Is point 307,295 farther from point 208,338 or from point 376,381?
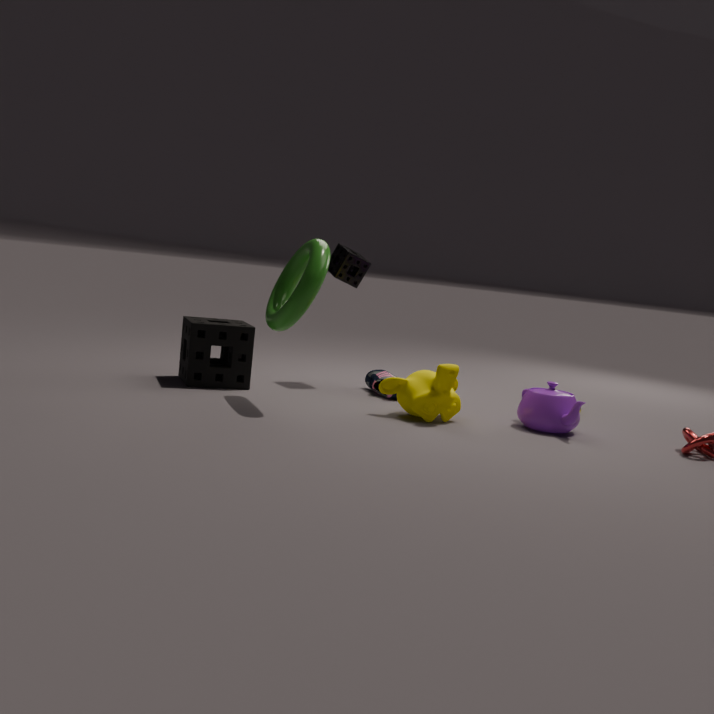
point 376,381
